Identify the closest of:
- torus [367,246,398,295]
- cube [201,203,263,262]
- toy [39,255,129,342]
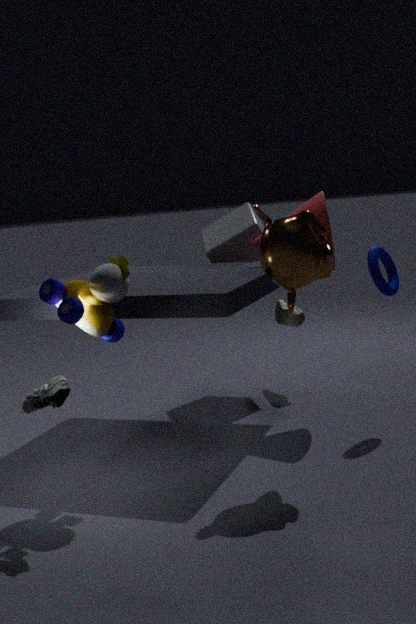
toy [39,255,129,342]
